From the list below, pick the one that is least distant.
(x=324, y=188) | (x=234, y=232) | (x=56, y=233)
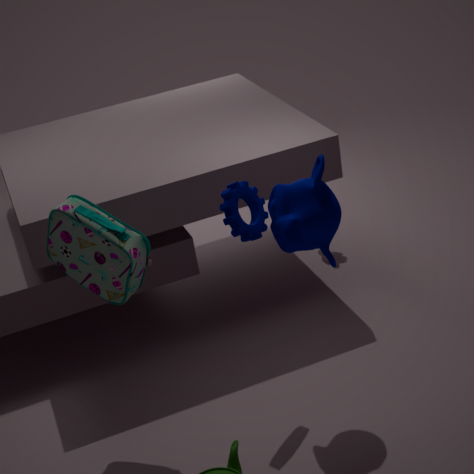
(x=324, y=188)
